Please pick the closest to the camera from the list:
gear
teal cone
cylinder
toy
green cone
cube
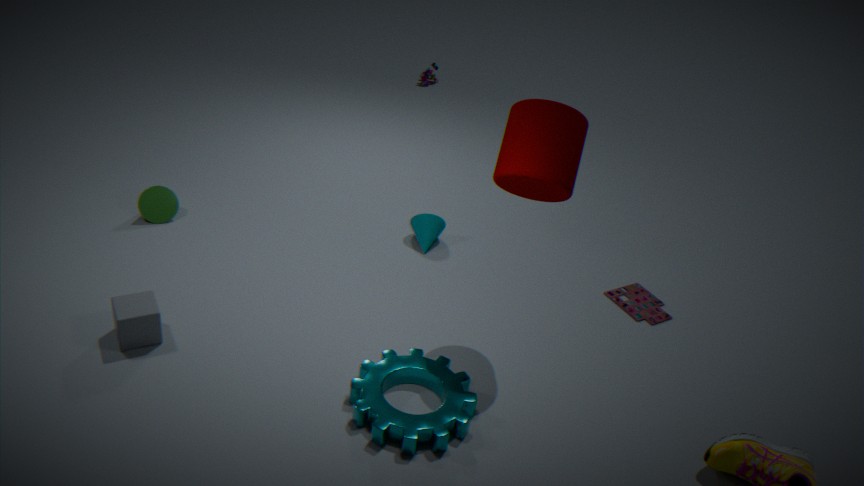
gear
